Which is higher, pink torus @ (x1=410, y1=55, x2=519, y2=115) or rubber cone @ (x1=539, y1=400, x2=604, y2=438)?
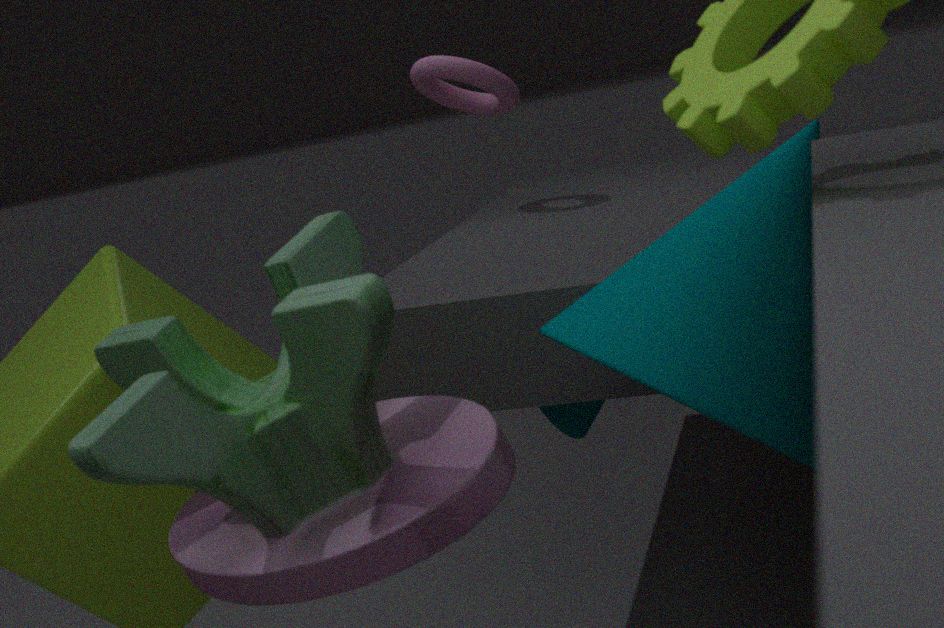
pink torus @ (x1=410, y1=55, x2=519, y2=115)
